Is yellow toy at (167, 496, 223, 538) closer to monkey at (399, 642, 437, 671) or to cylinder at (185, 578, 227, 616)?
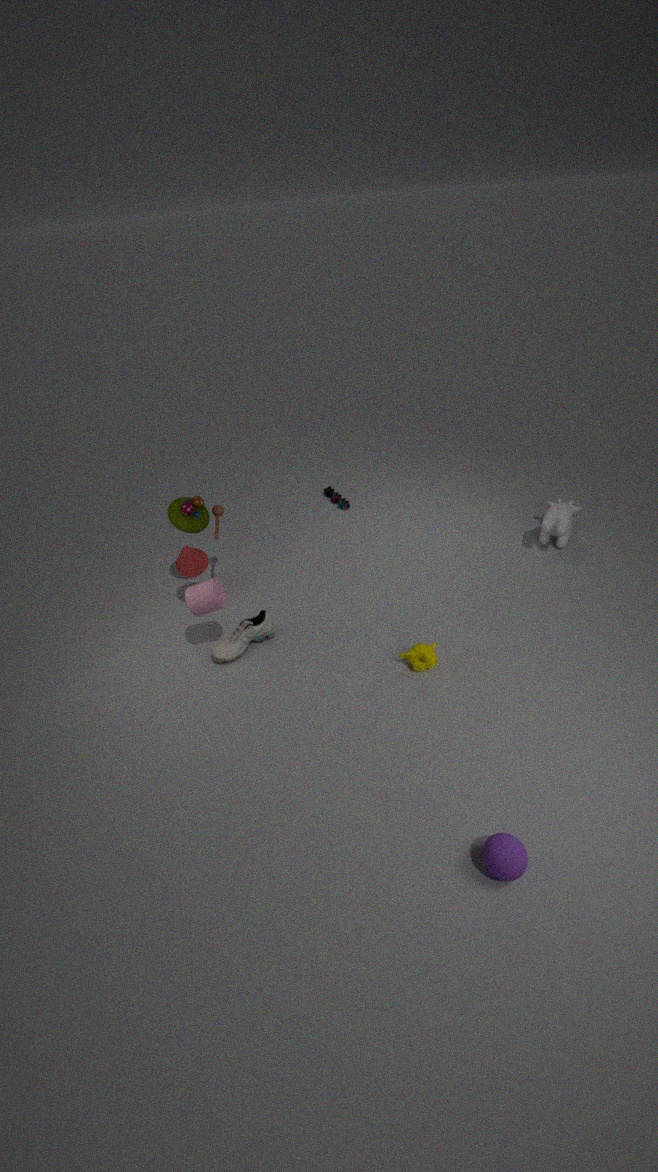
cylinder at (185, 578, 227, 616)
